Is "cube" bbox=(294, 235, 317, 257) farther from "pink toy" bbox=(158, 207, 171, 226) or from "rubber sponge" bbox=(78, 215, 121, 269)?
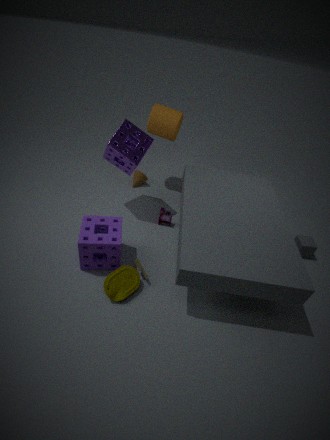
"rubber sponge" bbox=(78, 215, 121, 269)
